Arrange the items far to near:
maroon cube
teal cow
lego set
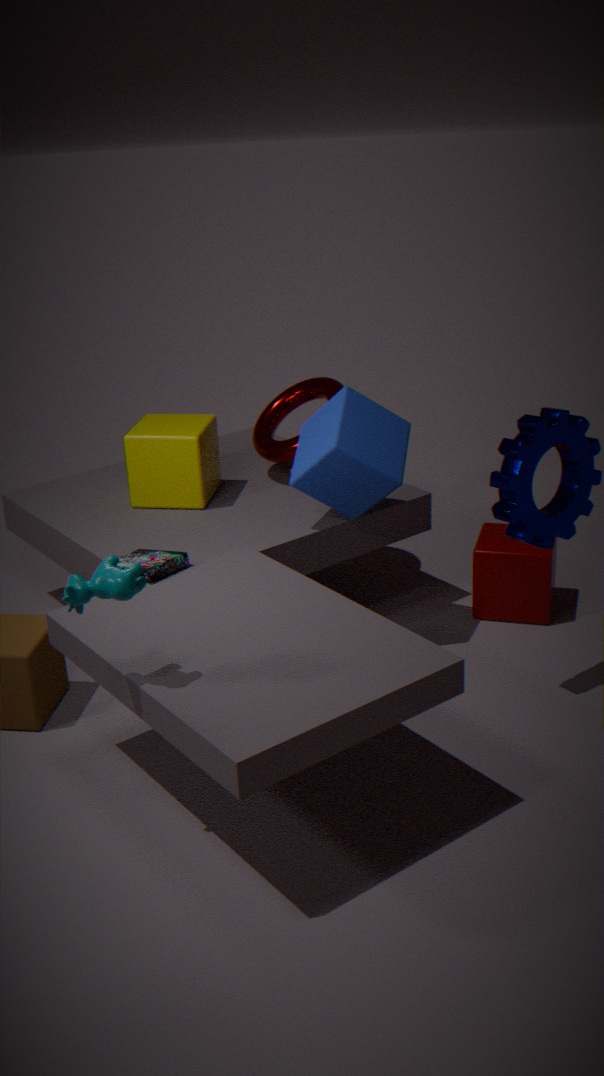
maroon cube < lego set < teal cow
